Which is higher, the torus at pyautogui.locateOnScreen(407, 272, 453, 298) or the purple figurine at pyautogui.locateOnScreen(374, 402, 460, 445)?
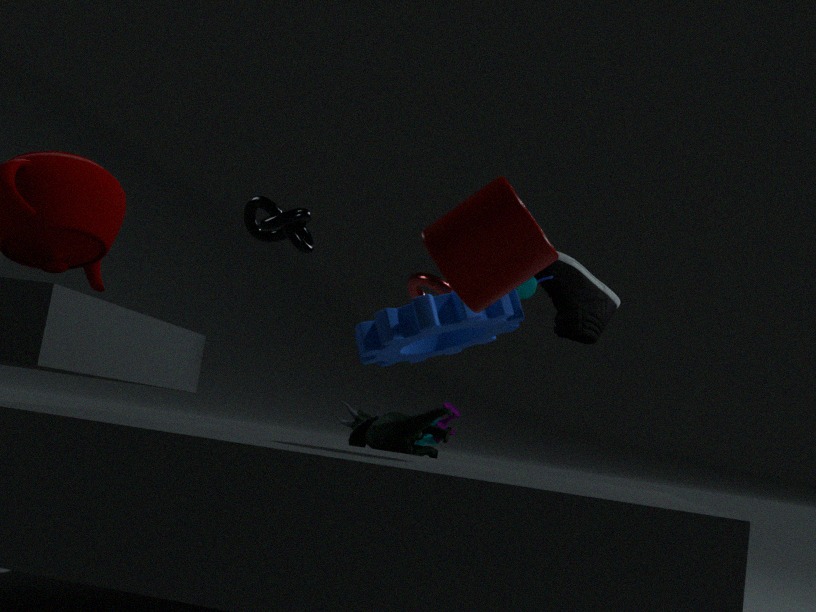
the torus at pyautogui.locateOnScreen(407, 272, 453, 298)
